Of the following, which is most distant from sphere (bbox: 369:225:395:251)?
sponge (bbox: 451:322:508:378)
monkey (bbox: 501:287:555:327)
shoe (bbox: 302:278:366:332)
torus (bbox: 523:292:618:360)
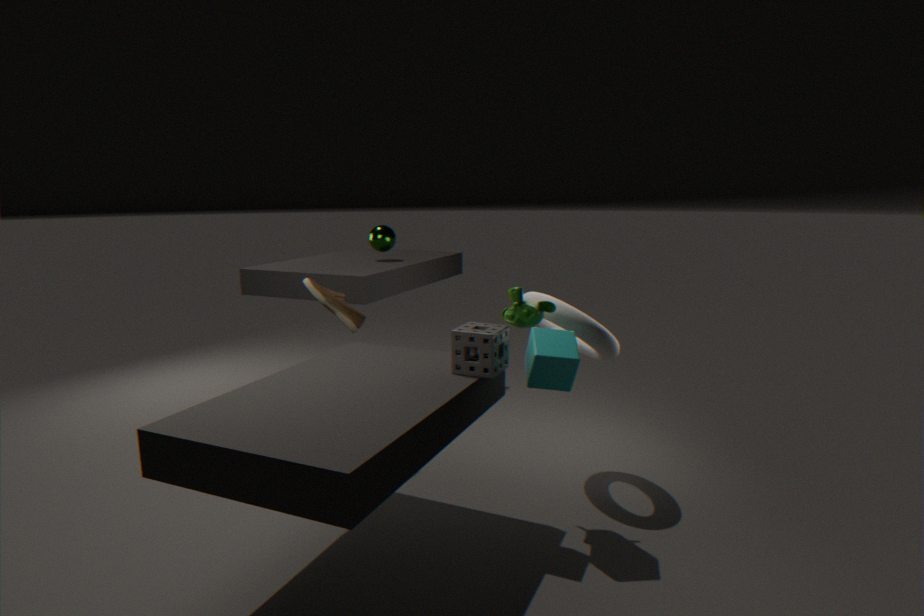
sponge (bbox: 451:322:508:378)
